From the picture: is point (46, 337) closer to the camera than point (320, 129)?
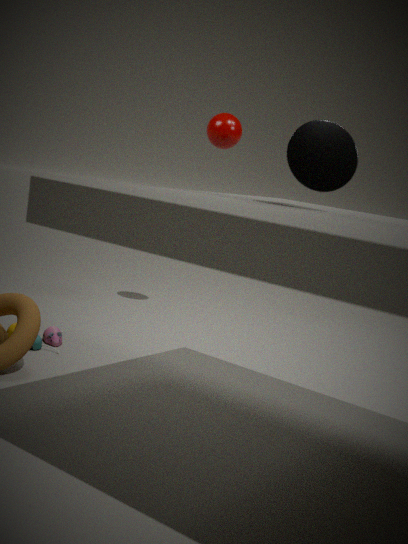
No
